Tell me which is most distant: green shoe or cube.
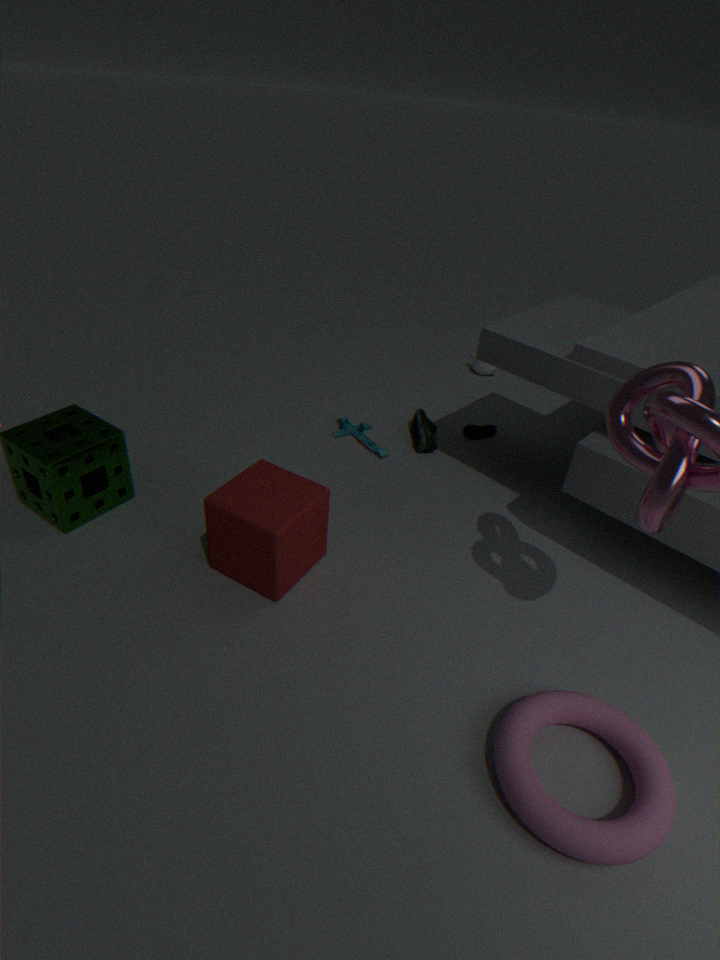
green shoe
